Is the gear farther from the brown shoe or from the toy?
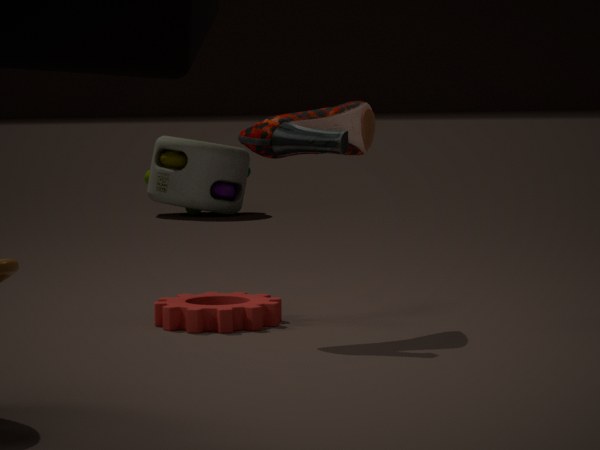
the toy
